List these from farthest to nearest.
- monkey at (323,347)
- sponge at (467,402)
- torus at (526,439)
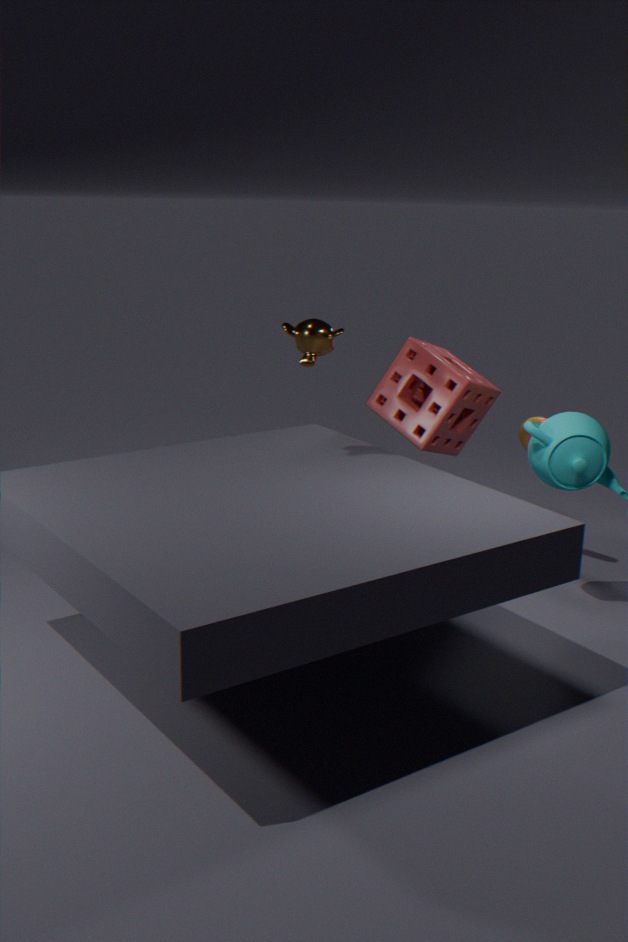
1. torus at (526,439)
2. sponge at (467,402)
3. monkey at (323,347)
